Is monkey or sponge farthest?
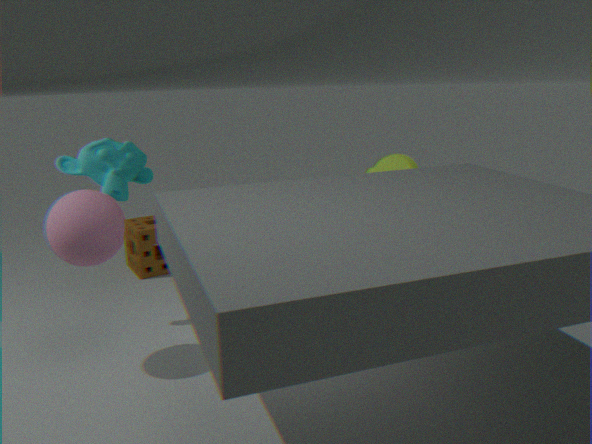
sponge
